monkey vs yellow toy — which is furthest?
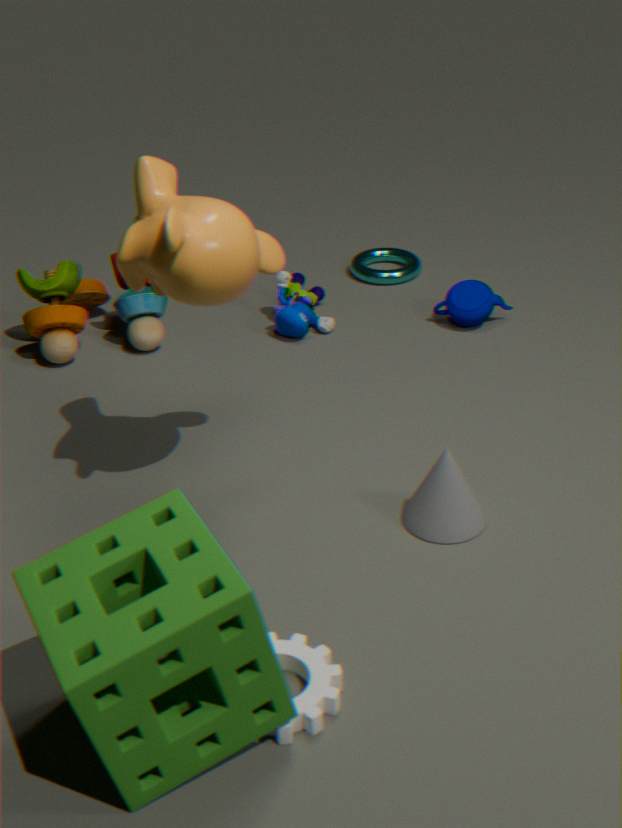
yellow toy
